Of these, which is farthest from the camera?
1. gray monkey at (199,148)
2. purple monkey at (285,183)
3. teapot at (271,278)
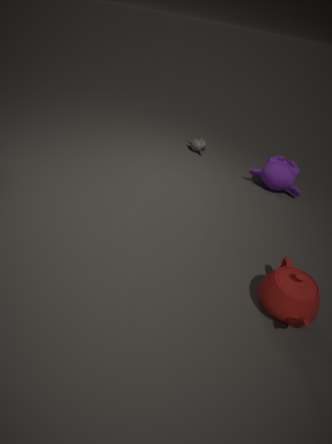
gray monkey at (199,148)
